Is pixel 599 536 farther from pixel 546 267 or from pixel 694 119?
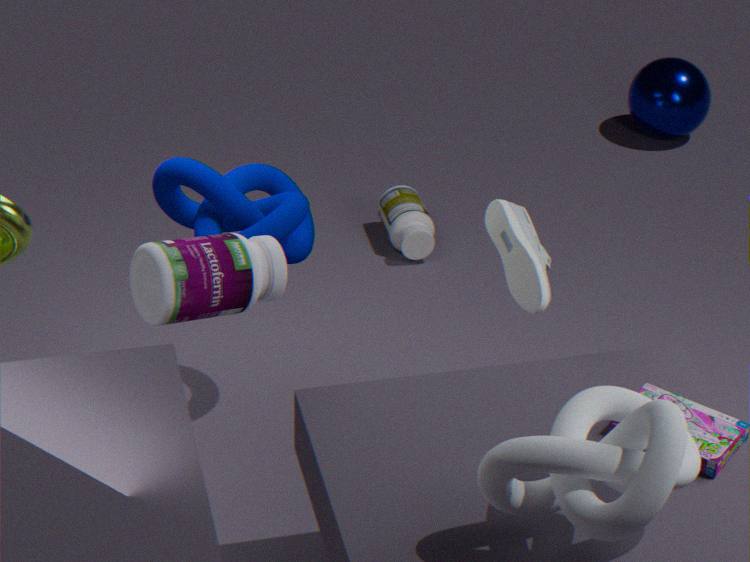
pixel 694 119
